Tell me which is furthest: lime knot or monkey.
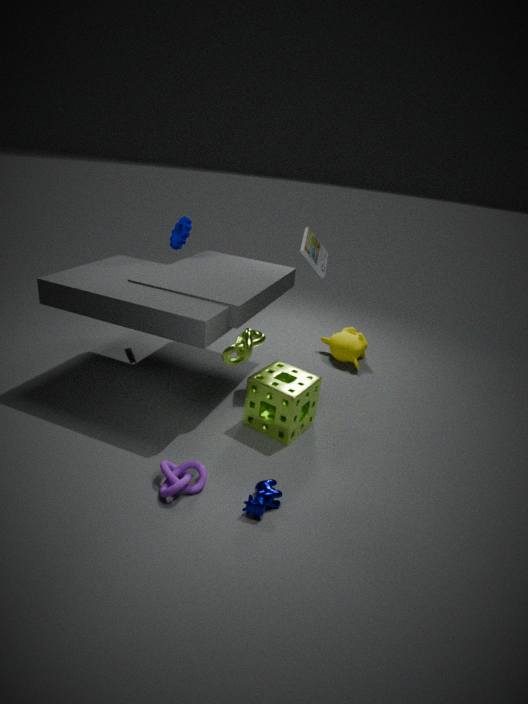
monkey
